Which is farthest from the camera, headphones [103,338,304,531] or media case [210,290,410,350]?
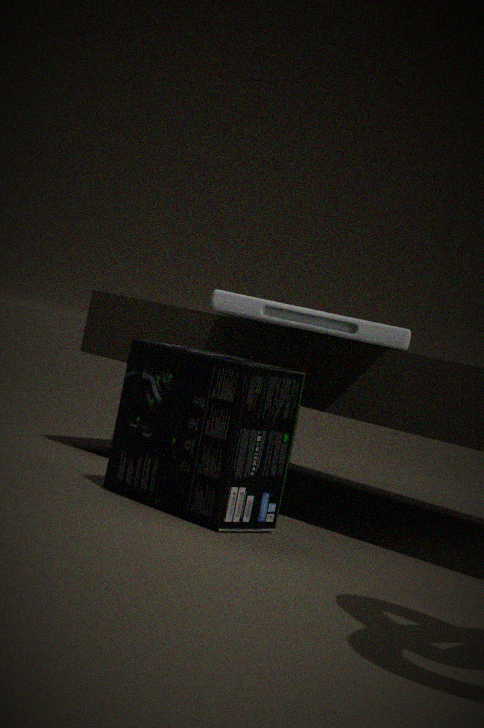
media case [210,290,410,350]
